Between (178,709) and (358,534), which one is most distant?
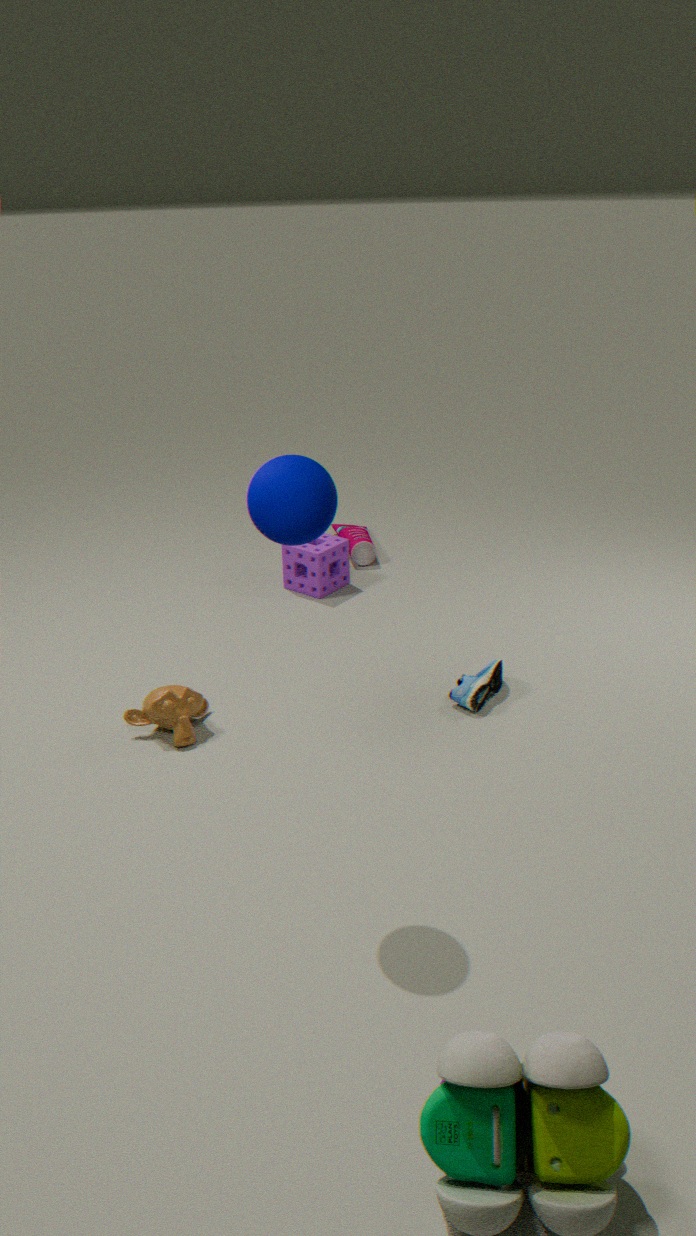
(358,534)
